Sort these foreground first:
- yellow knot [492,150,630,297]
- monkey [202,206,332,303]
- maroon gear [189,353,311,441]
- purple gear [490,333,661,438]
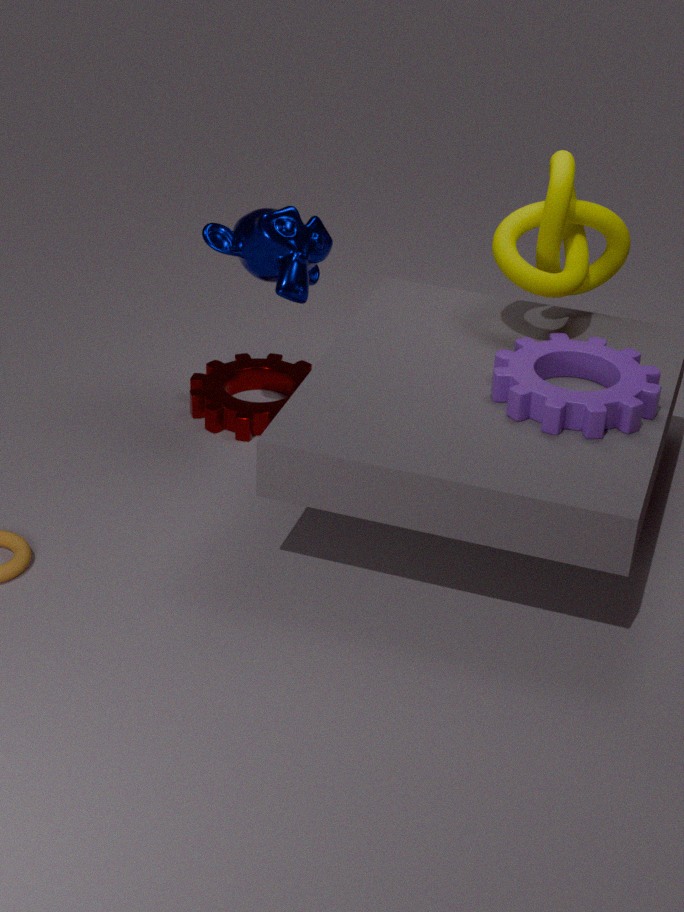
purple gear [490,333,661,438], yellow knot [492,150,630,297], monkey [202,206,332,303], maroon gear [189,353,311,441]
